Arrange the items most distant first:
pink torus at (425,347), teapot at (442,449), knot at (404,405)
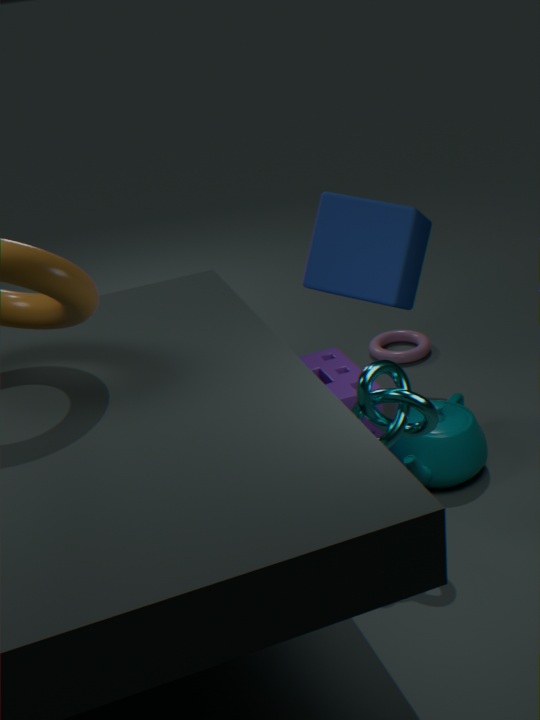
pink torus at (425,347), teapot at (442,449), knot at (404,405)
